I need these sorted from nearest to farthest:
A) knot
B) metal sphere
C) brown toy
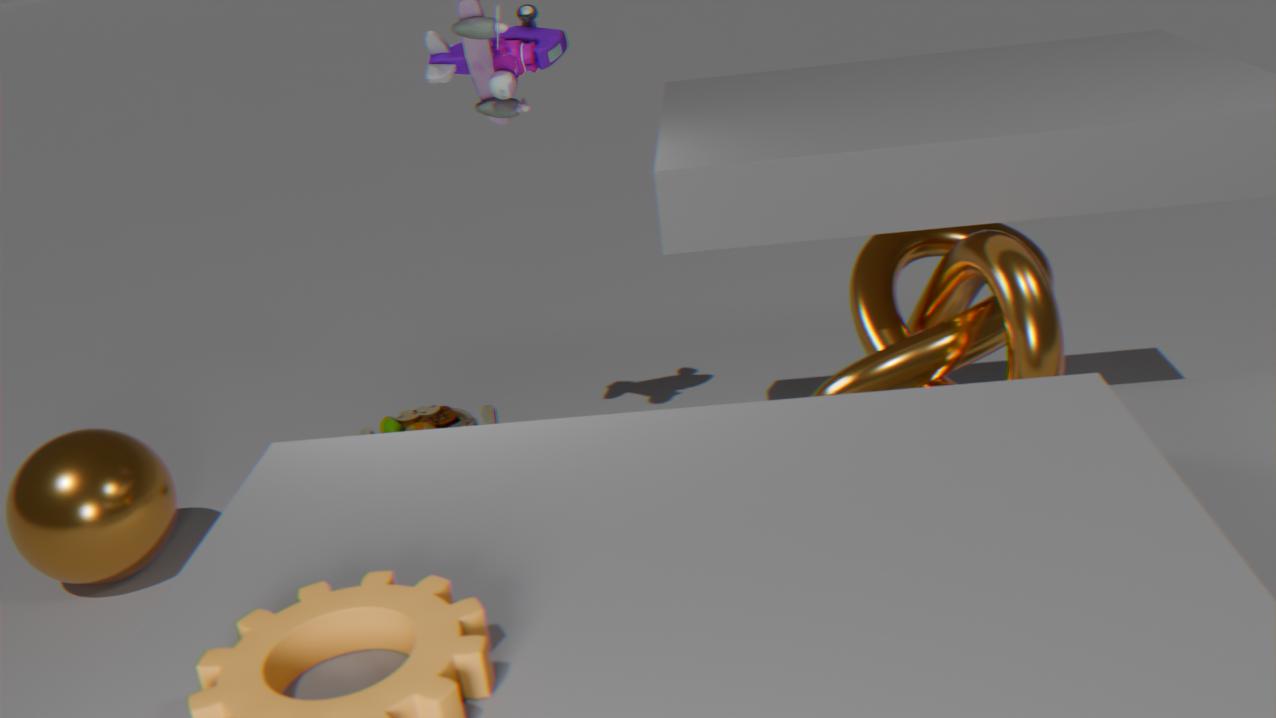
1. knot
2. metal sphere
3. brown toy
